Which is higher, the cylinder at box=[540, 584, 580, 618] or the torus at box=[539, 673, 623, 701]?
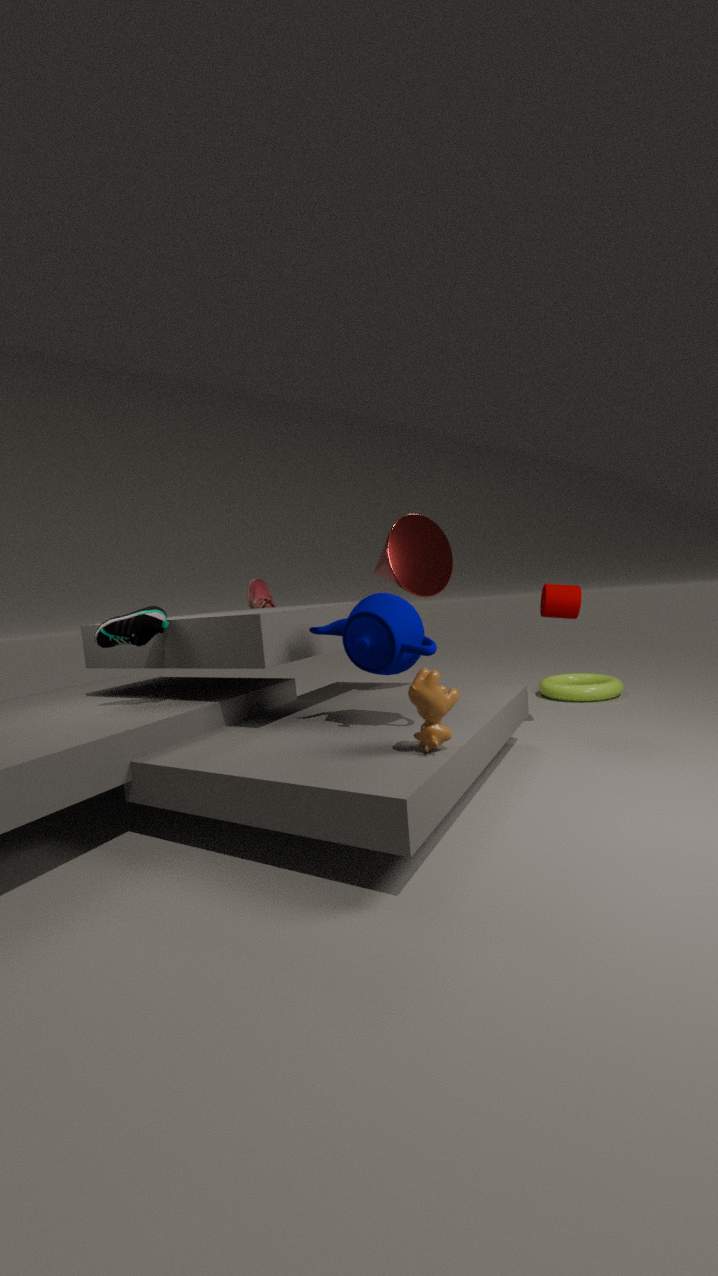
the cylinder at box=[540, 584, 580, 618]
